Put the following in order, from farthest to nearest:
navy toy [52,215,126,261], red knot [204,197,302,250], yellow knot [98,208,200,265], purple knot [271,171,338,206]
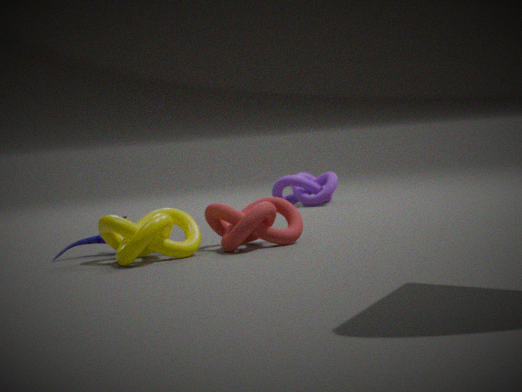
purple knot [271,171,338,206] < navy toy [52,215,126,261] < red knot [204,197,302,250] < yellow knot [98,208,200,265]
